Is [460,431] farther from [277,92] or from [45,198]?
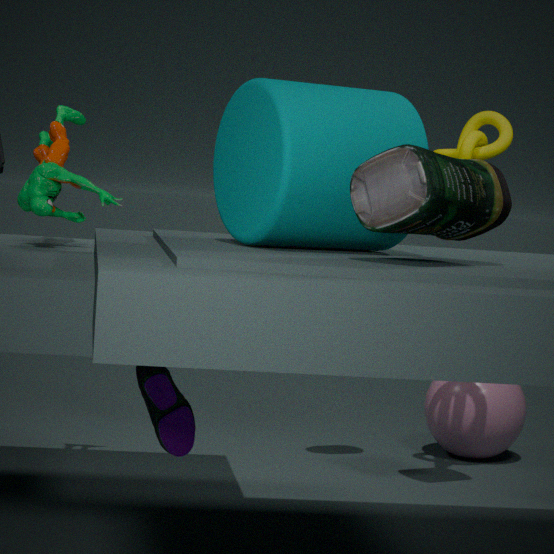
[277,92]
